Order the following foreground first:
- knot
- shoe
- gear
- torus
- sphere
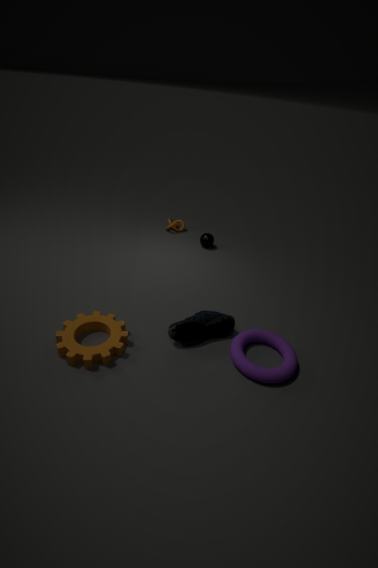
1. gear
2. torus
3. shoe
4. sphere
5. knot
